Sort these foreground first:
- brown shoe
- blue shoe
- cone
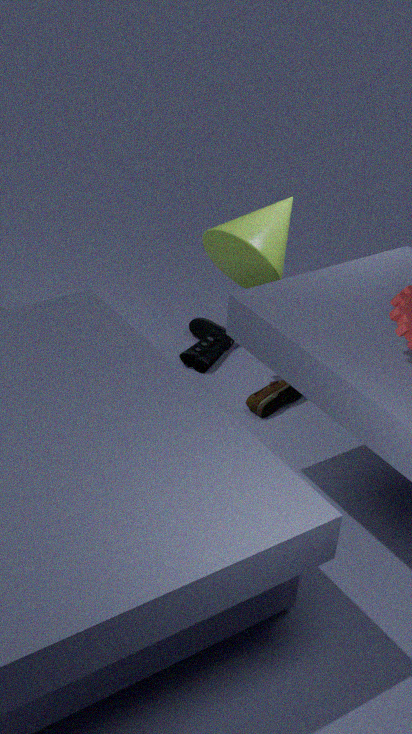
1. cone
2. brown shoe
3. blue shoe
